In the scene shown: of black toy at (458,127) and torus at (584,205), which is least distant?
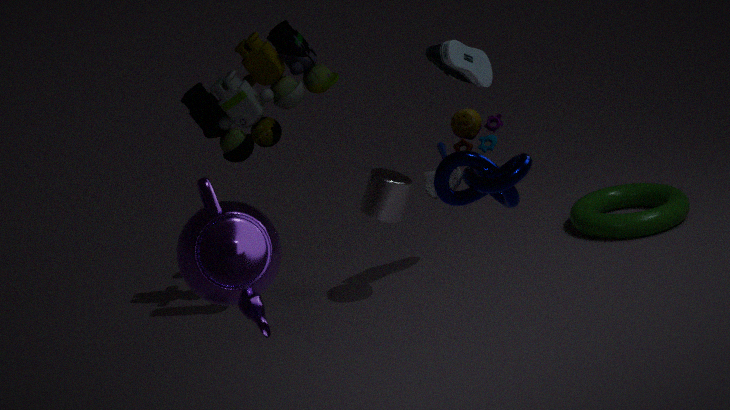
black toy at (458,127)
